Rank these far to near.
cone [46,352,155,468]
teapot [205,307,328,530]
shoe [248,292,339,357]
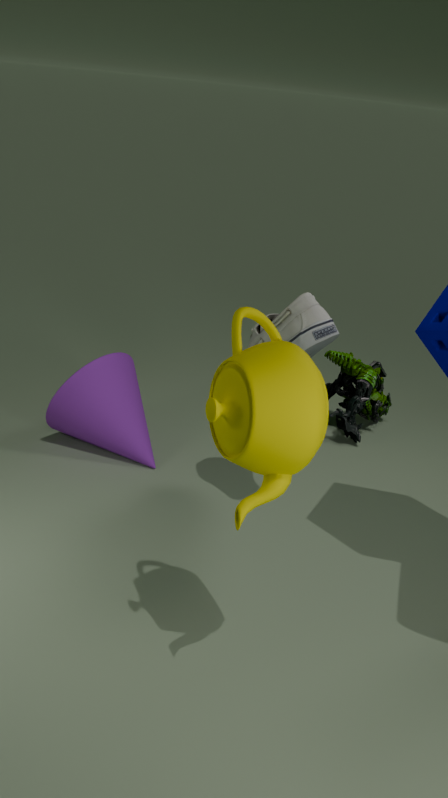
cone [46,352,155,468] < shoe [248,292,339,357] < teapot [205,307,328,530]
